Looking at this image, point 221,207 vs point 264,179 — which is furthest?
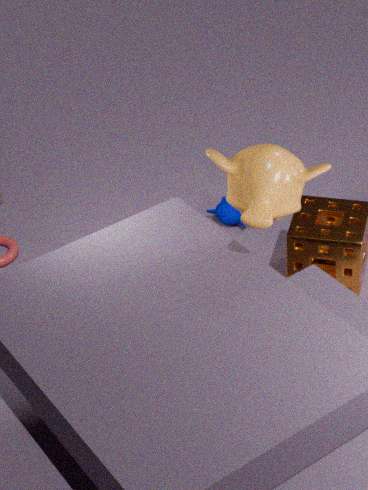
point 221,207
